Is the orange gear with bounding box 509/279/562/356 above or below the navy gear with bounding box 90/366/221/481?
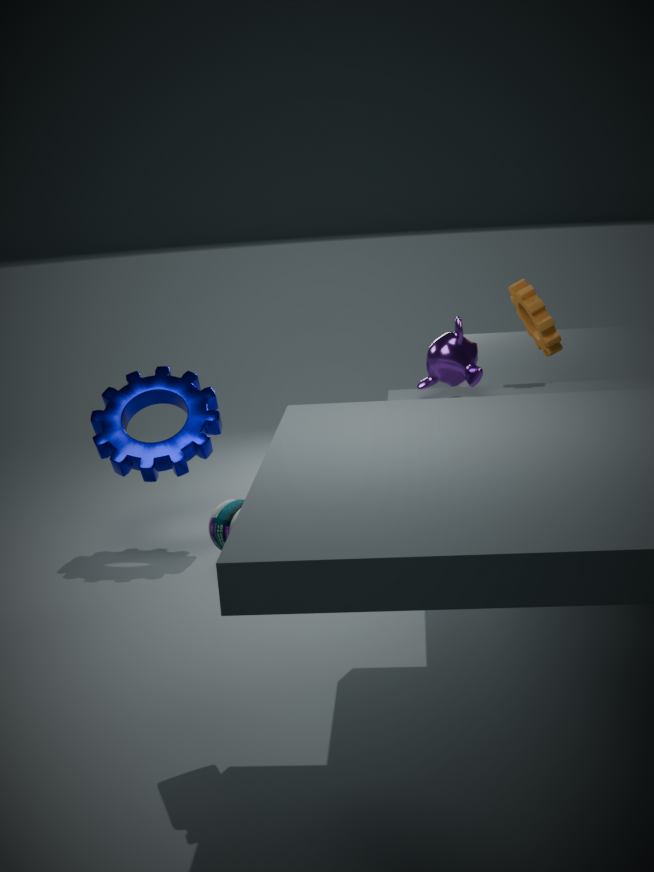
above
